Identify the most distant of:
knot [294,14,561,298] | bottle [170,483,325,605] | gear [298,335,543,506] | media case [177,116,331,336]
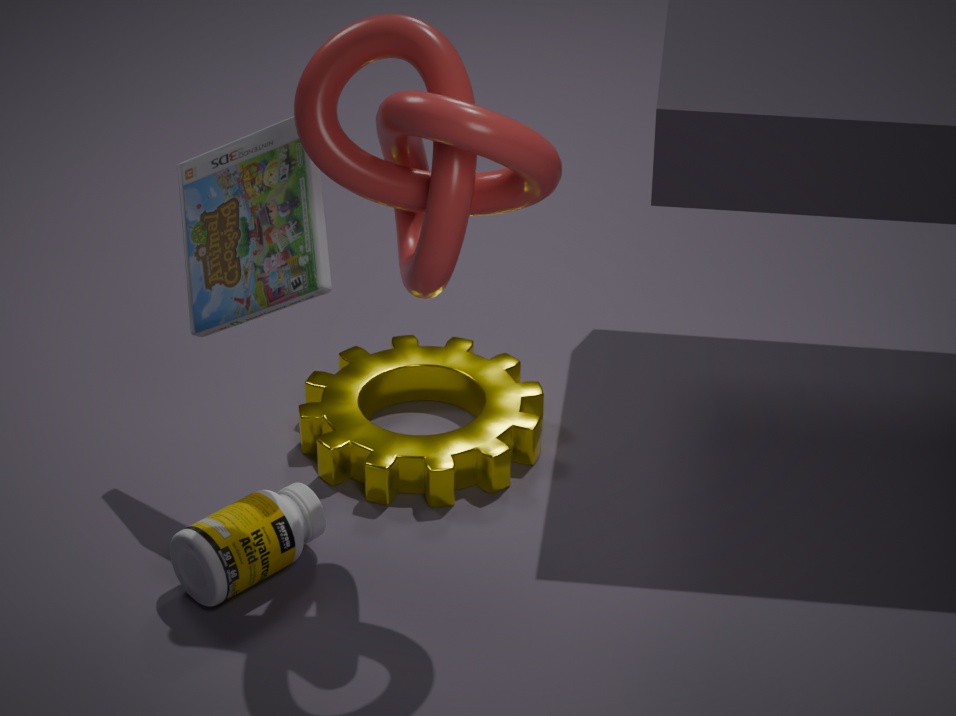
gear [298,335,543,506]
